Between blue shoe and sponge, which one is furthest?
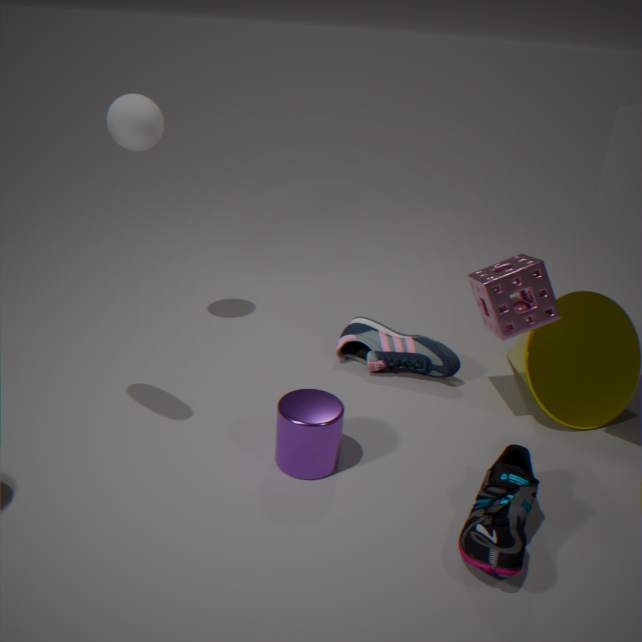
blue shoe
